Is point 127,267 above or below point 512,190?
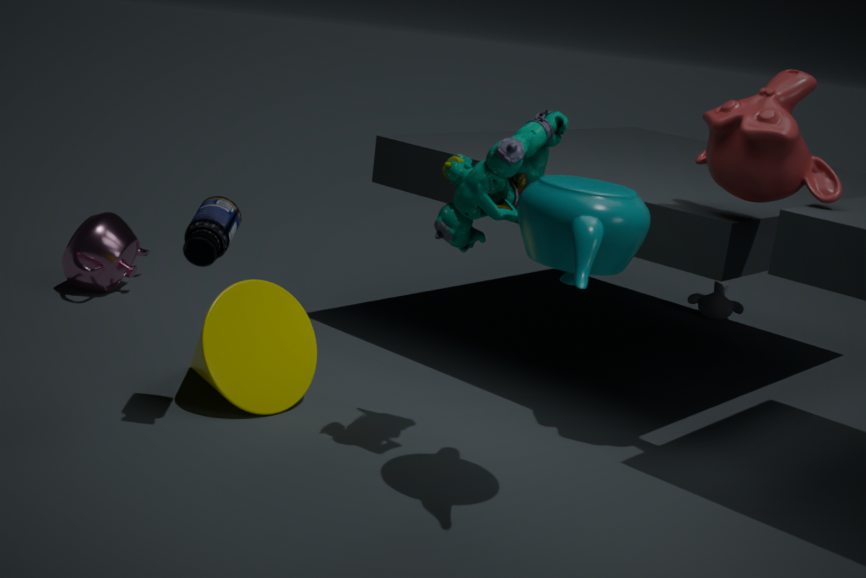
below
